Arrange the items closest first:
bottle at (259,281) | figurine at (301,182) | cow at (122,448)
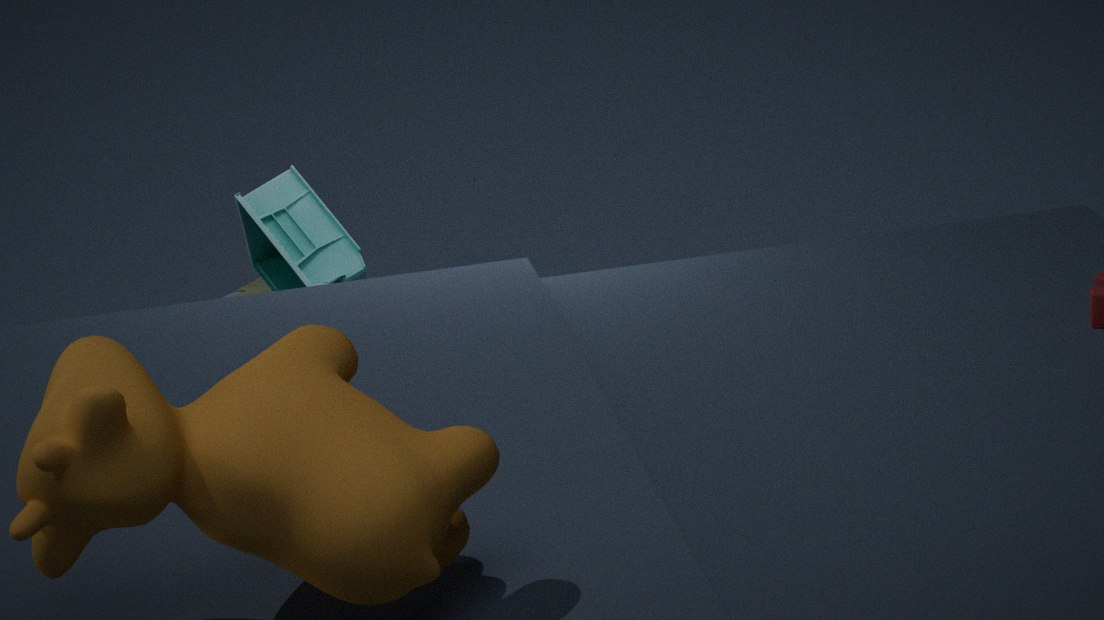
cow at (122,448), figurine at (301,182), bottle at (259,281)
